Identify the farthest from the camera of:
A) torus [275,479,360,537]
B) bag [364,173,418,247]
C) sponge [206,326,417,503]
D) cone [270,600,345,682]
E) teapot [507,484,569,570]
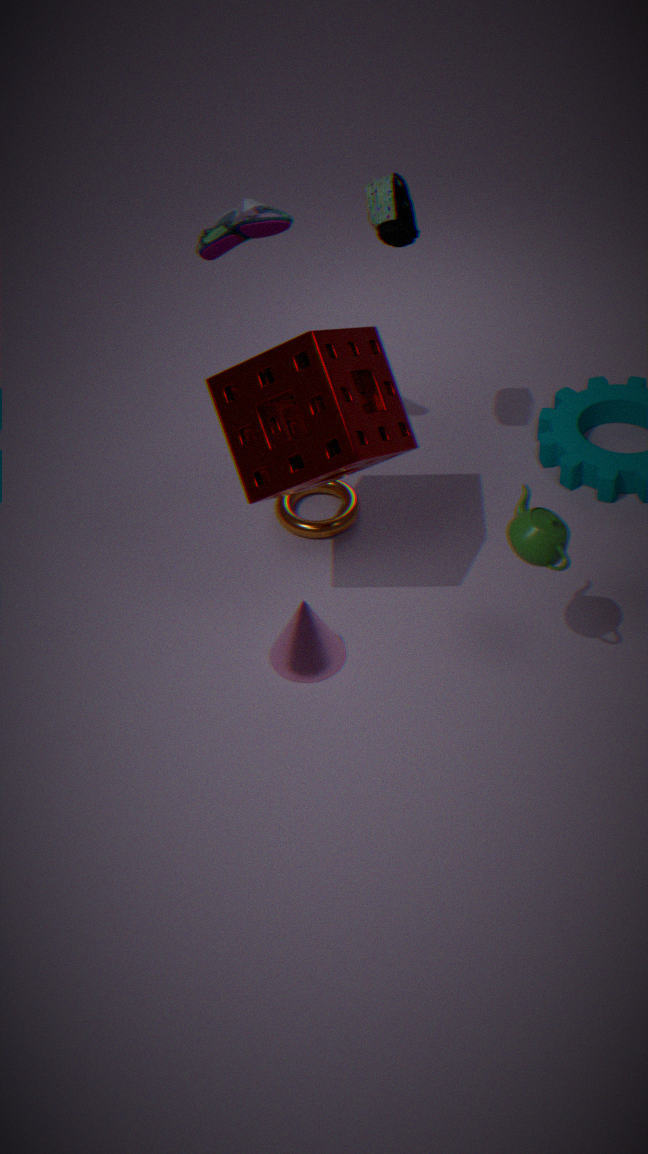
torus [275,479,360,537]
